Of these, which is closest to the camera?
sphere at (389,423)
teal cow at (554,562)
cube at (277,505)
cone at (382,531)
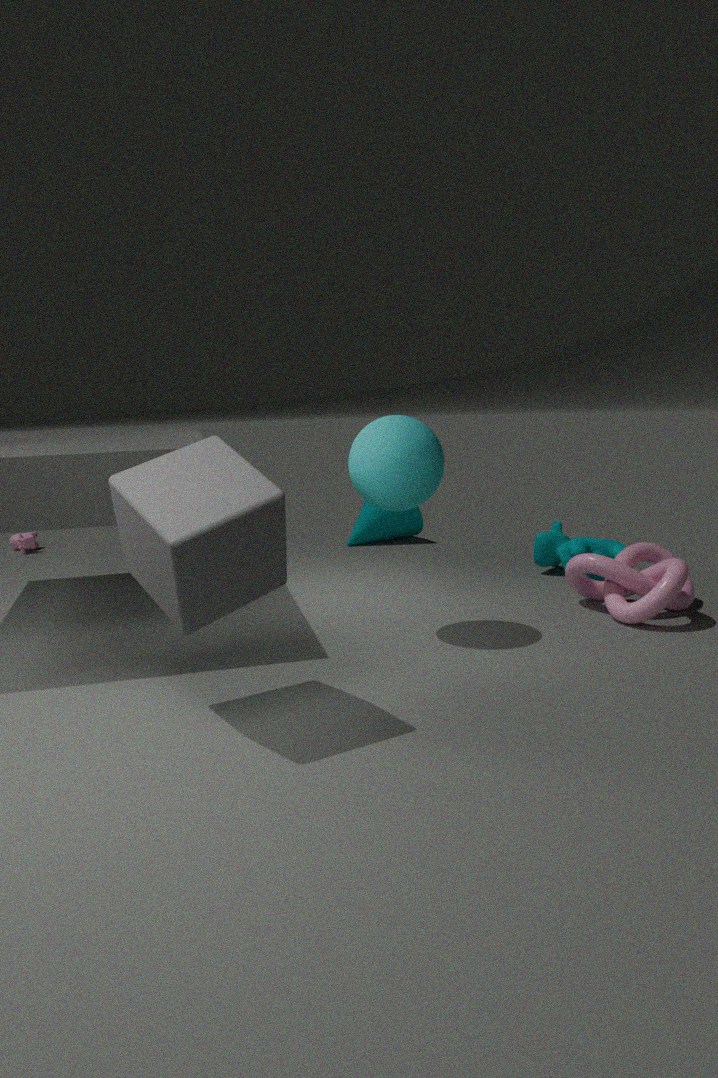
cube at (277,505)
